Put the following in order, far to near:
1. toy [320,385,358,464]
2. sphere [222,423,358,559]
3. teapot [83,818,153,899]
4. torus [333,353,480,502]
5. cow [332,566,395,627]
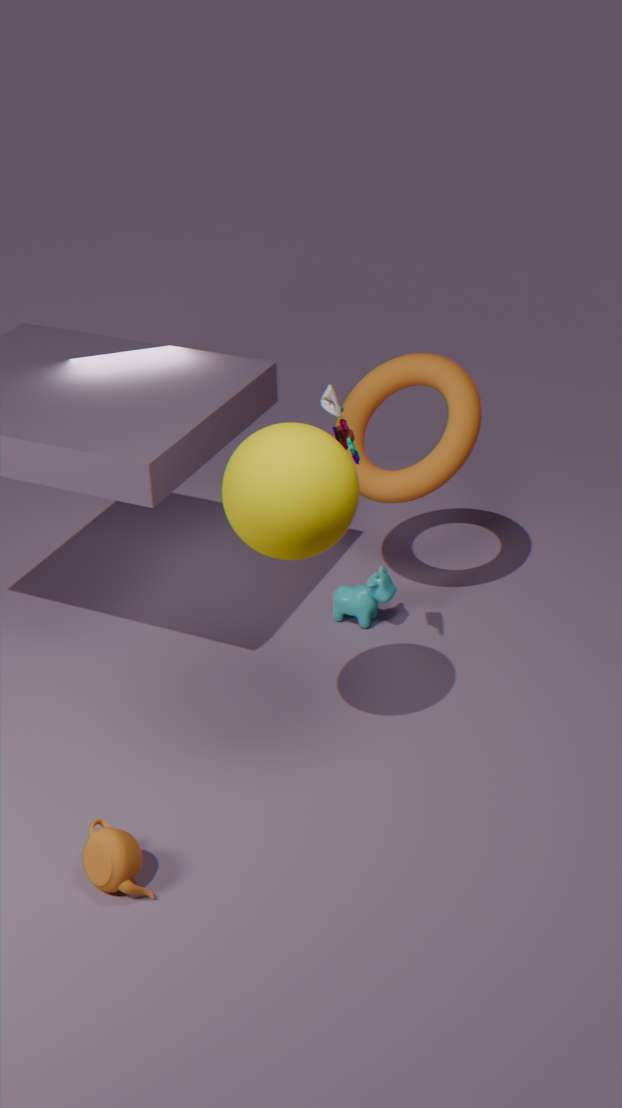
1. cow [332,566,395,627]
2. torus [333,353,480,502]
3. toy [320,385,358,464]
4. teapot [83,818,153,899]
5. sphere [222,423,358,559]
